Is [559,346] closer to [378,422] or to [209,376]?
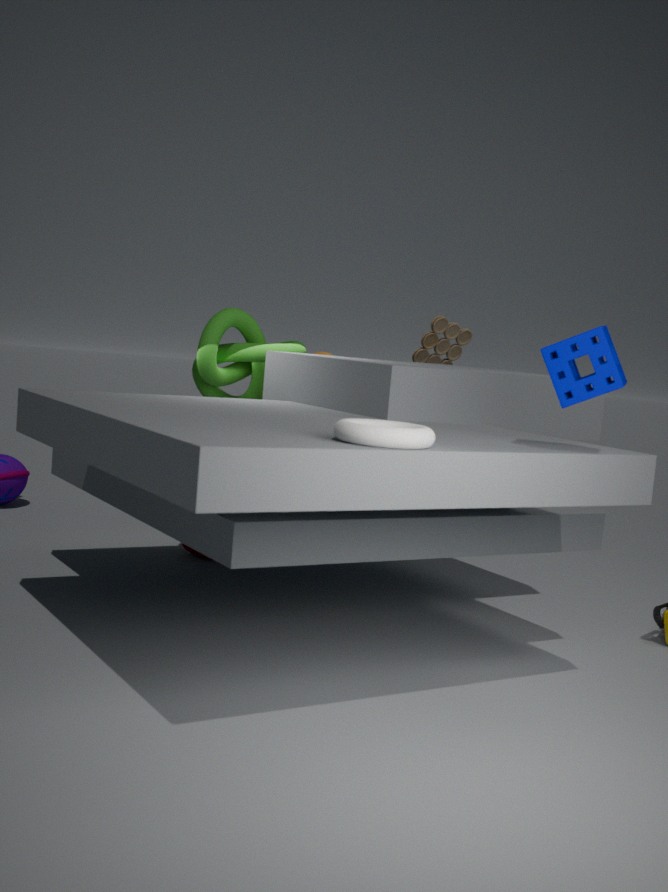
[378,422]
